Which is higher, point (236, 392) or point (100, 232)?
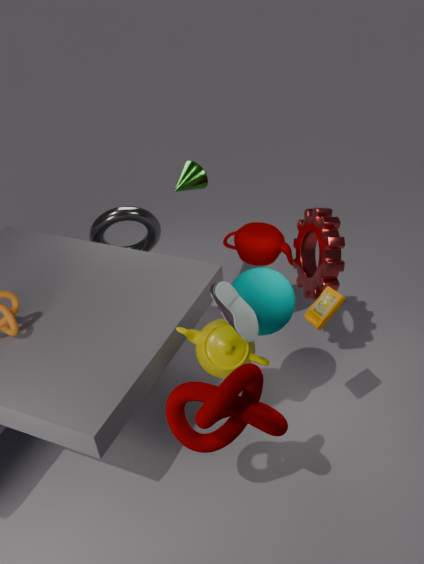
point (236, 392)
